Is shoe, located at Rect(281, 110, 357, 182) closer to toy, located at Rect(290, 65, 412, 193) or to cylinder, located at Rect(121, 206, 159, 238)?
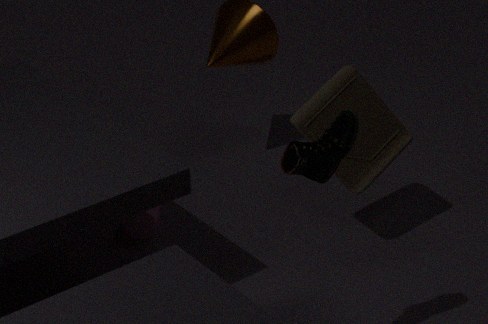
toy, located at Rect(290, 65, 412, 193)
